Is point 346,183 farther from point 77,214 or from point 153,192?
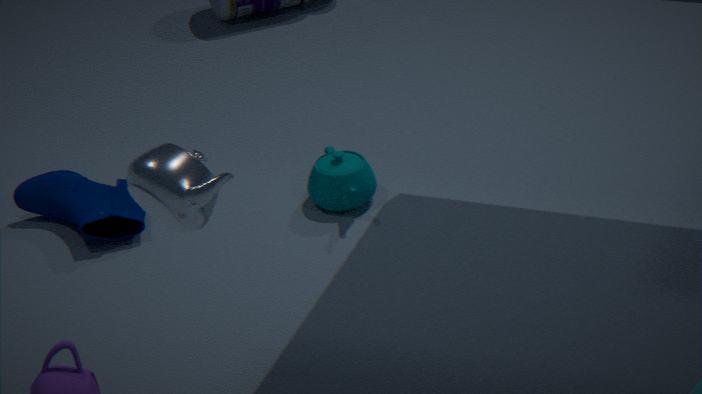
point 153,192
